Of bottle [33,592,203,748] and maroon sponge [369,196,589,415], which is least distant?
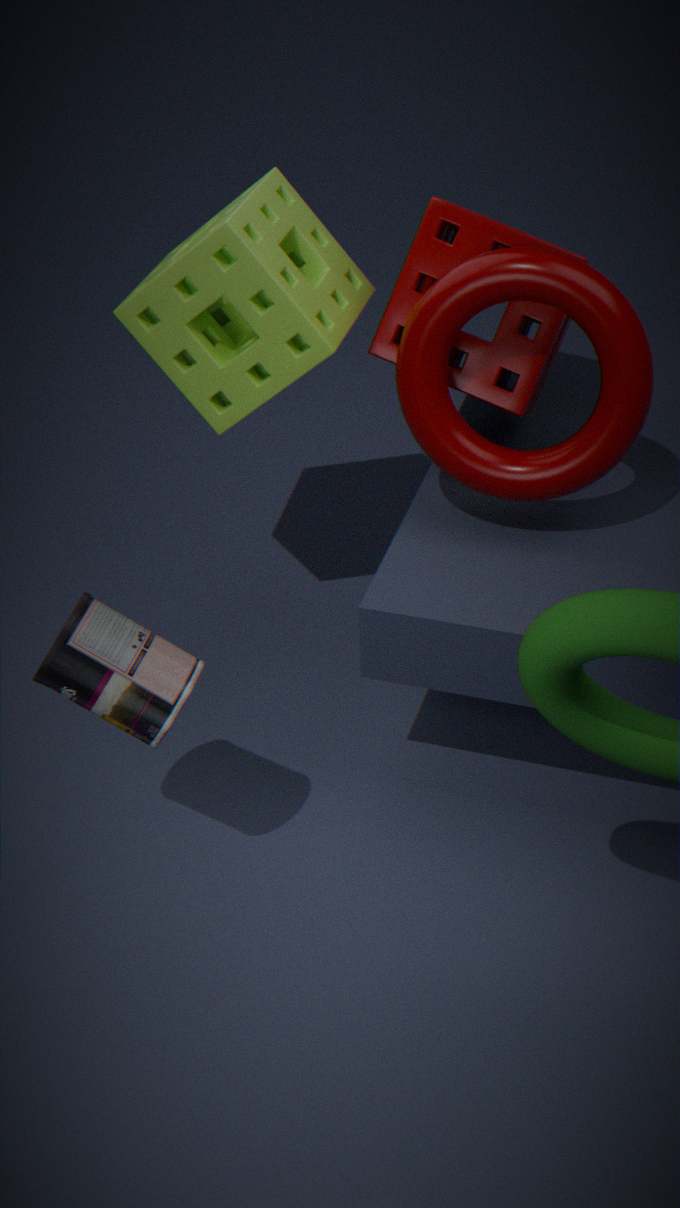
bottle [33,592,203,748]
